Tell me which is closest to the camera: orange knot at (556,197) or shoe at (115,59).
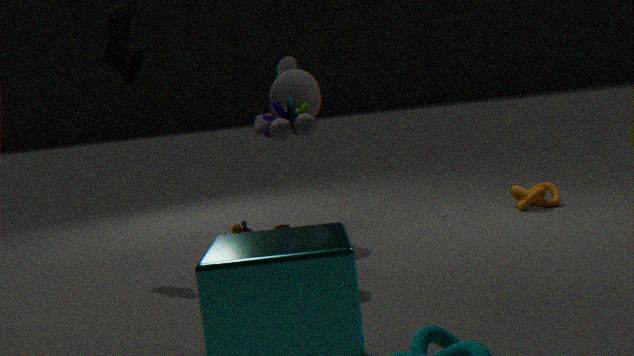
shoe at (115,59)
